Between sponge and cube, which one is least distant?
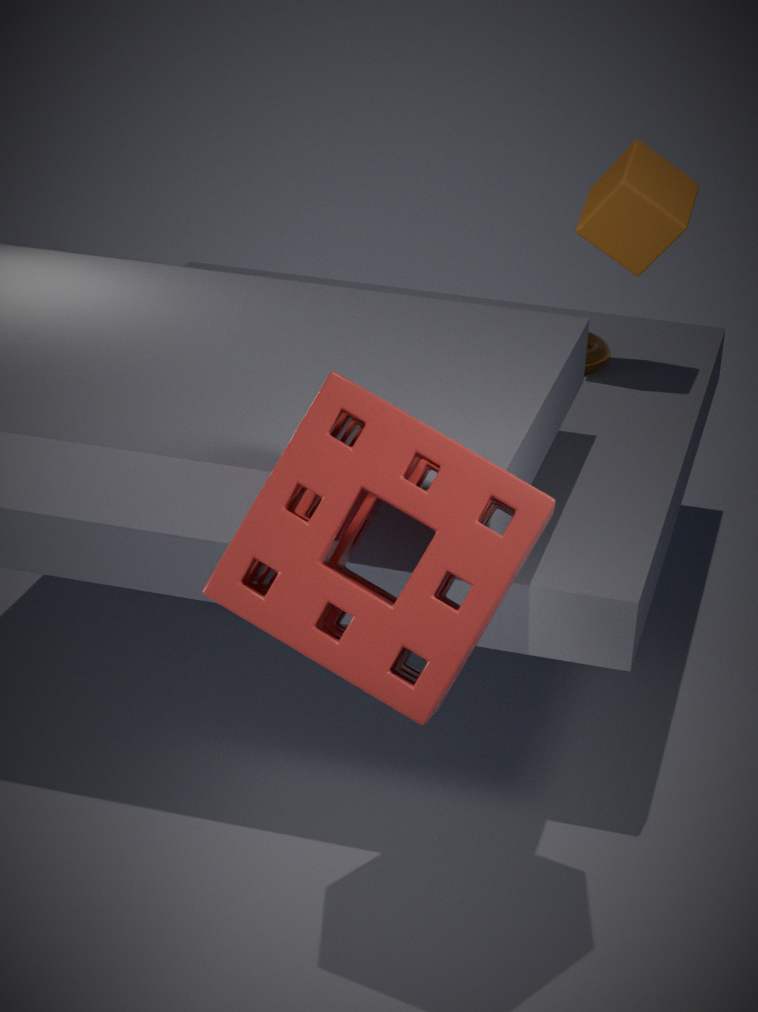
sponge
